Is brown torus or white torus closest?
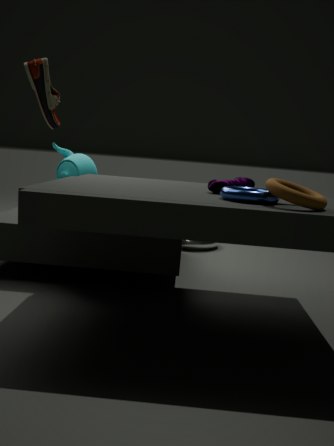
brown torus
